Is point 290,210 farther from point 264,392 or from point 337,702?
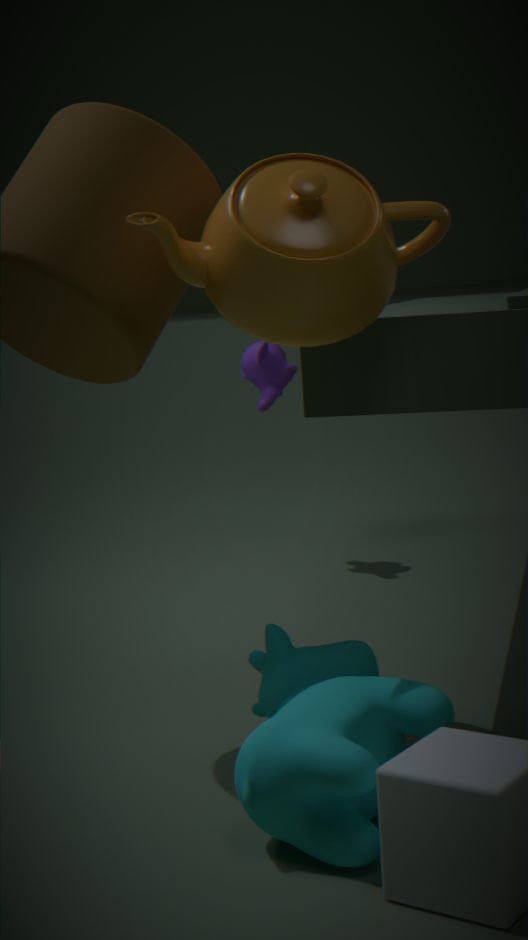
point 264,392
